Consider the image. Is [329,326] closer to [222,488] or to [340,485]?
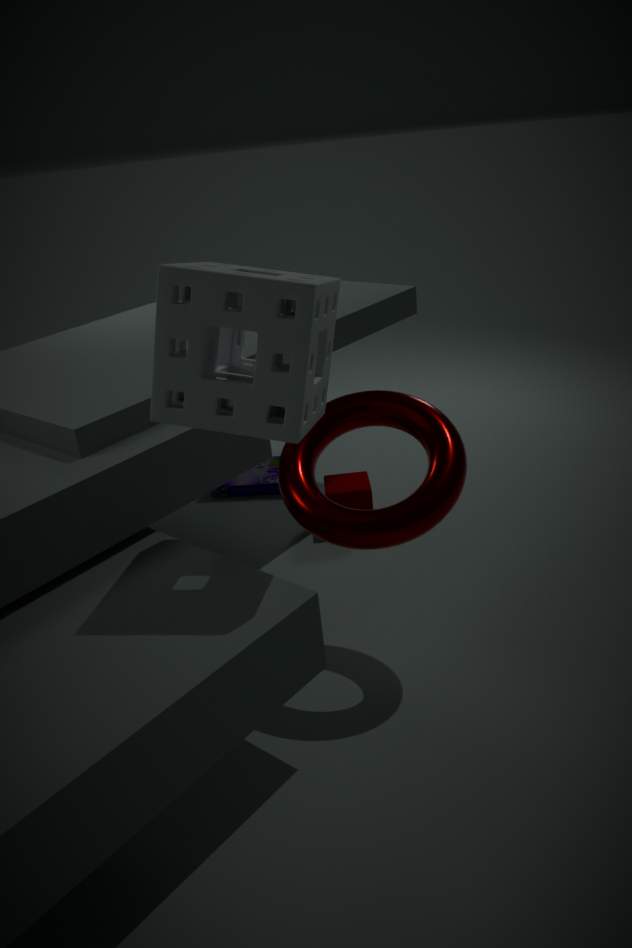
[340,485]
